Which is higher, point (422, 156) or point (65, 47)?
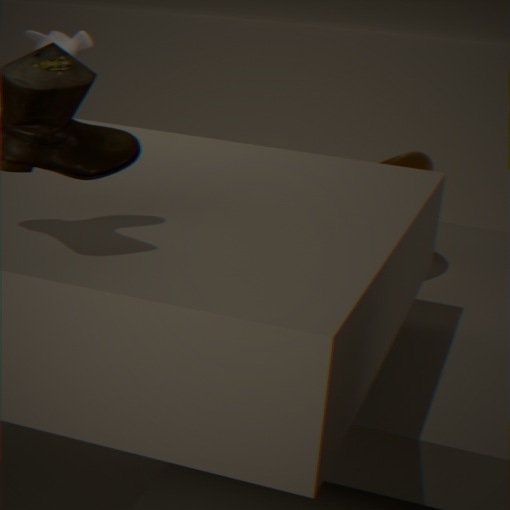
point (65, 47)
